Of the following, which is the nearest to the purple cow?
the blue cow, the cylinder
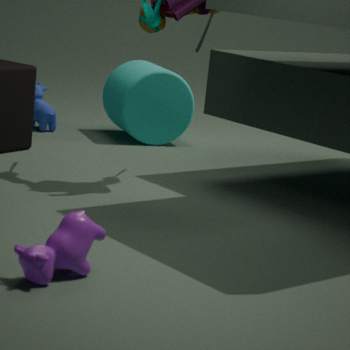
the cylinder
